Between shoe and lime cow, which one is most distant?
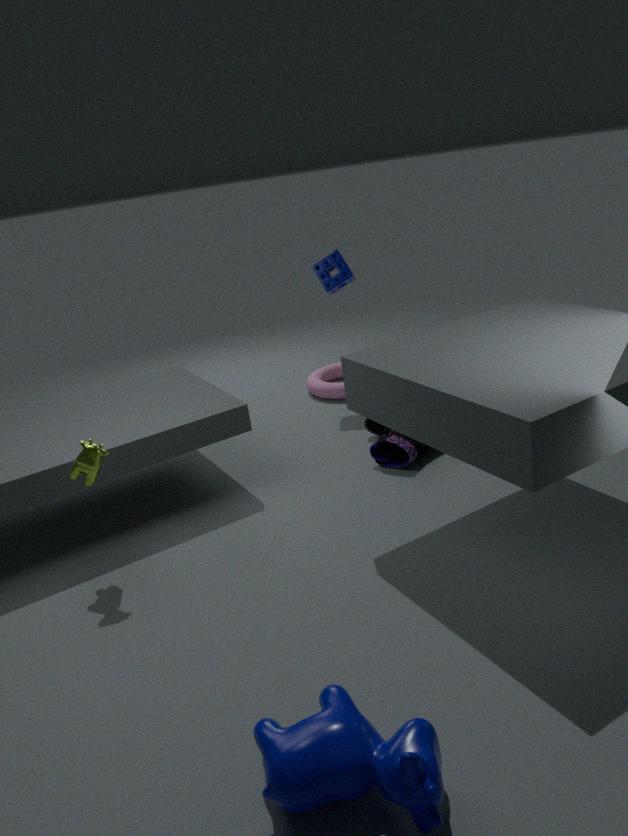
shoe
